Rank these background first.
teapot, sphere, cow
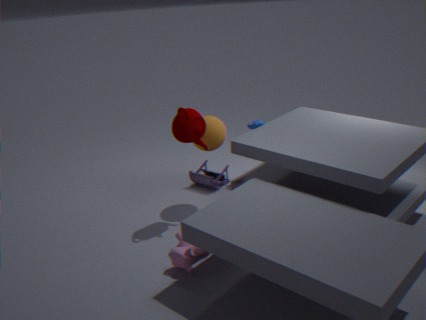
1. sphere
2. teapot
3. cow
